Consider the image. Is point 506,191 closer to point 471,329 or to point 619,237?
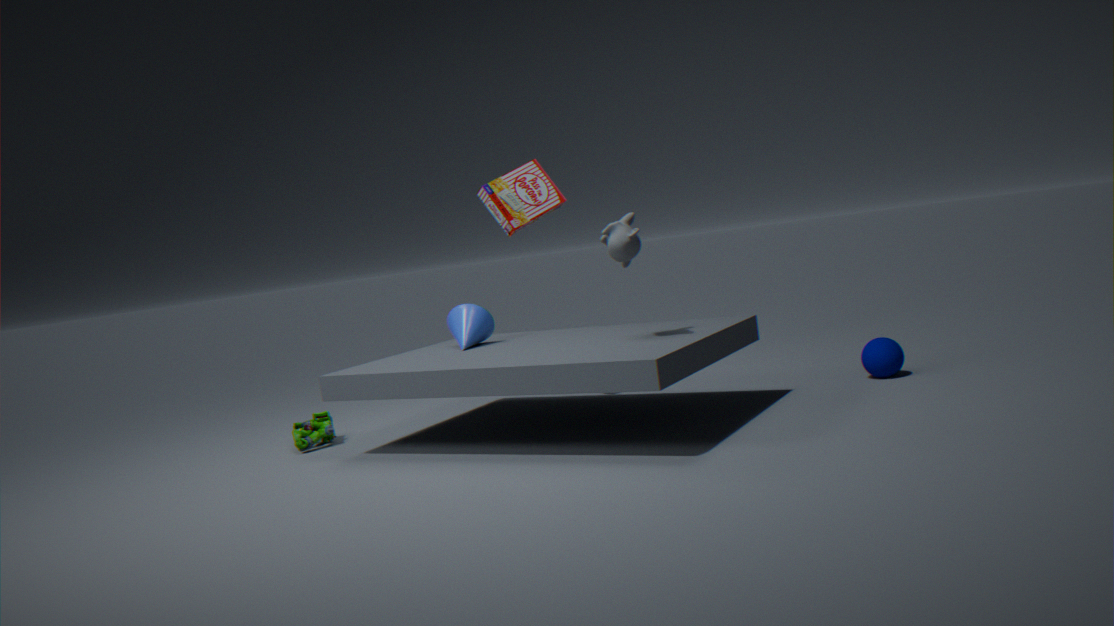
point 471,329
